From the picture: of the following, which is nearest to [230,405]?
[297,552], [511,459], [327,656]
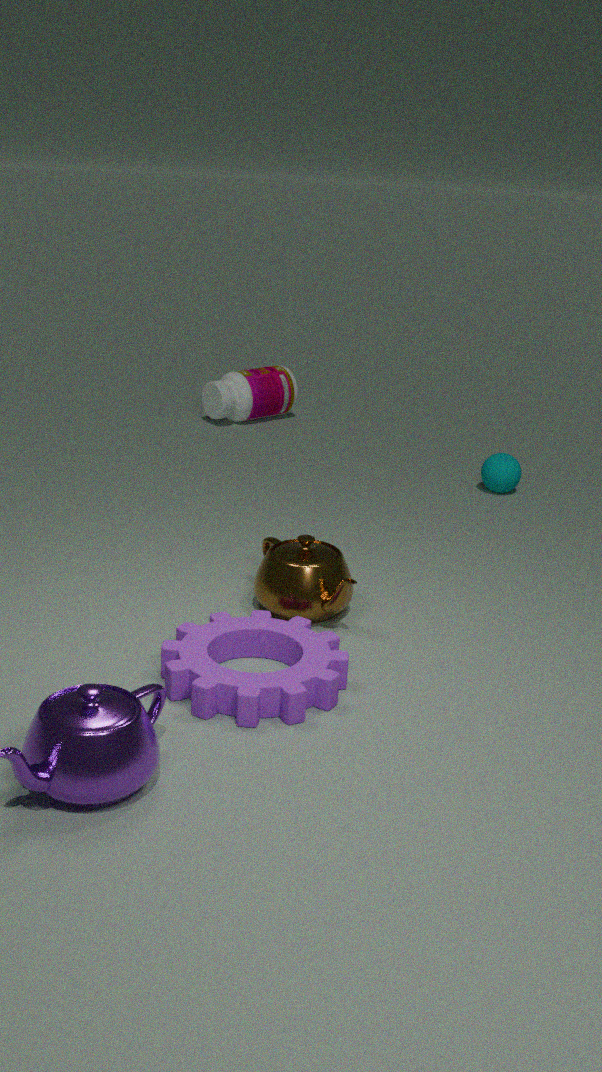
[511,459]
